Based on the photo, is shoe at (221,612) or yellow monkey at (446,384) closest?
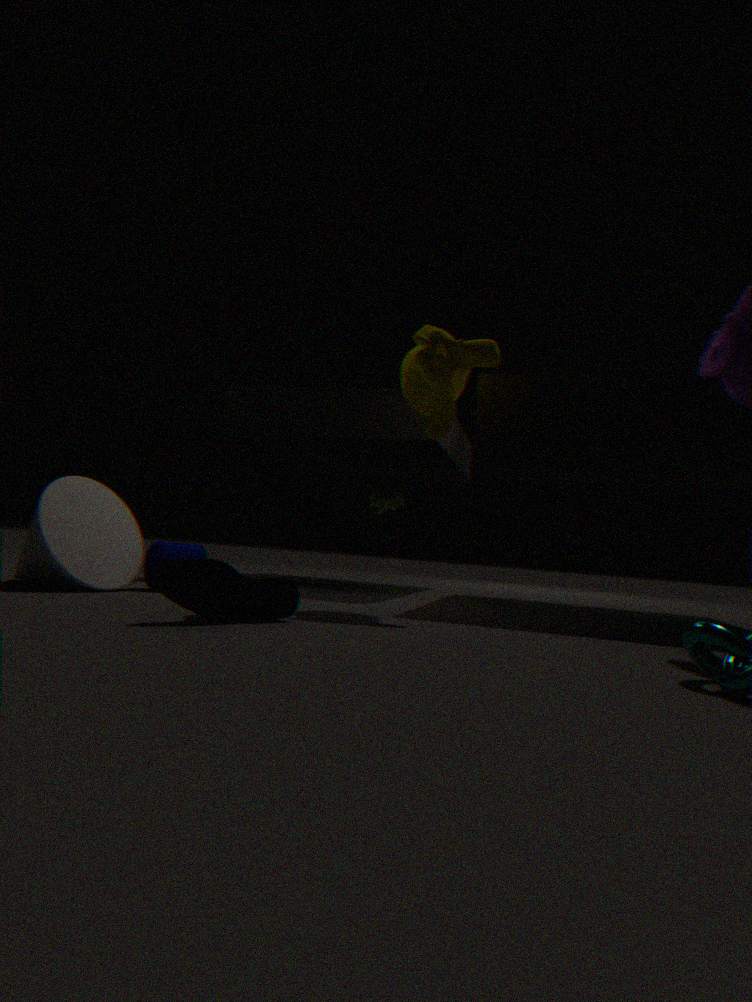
shoe at (221,612)
